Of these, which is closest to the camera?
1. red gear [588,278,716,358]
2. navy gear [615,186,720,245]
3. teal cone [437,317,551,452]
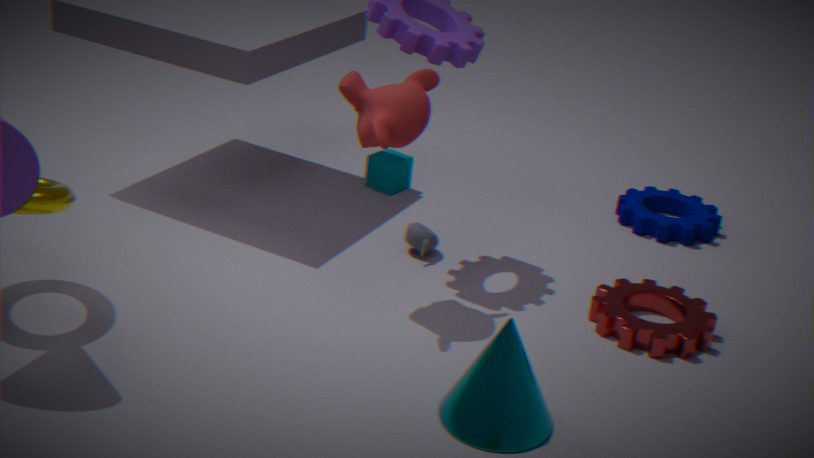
teal cone [437,317,551,452]
